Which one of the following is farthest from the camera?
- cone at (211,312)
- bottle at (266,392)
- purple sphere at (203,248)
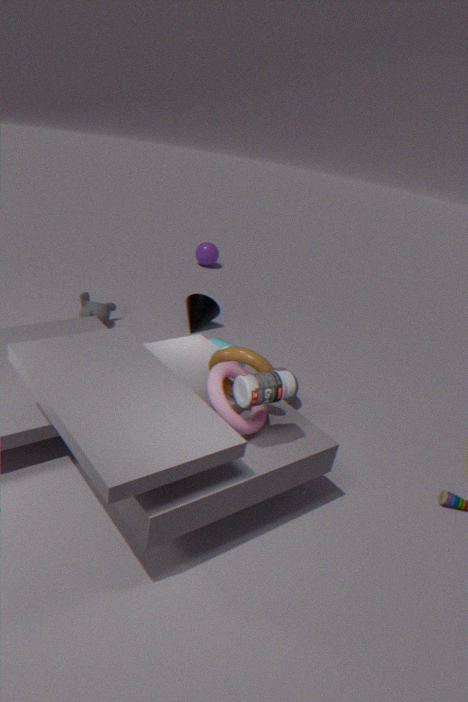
purple sphere at (203,248)
